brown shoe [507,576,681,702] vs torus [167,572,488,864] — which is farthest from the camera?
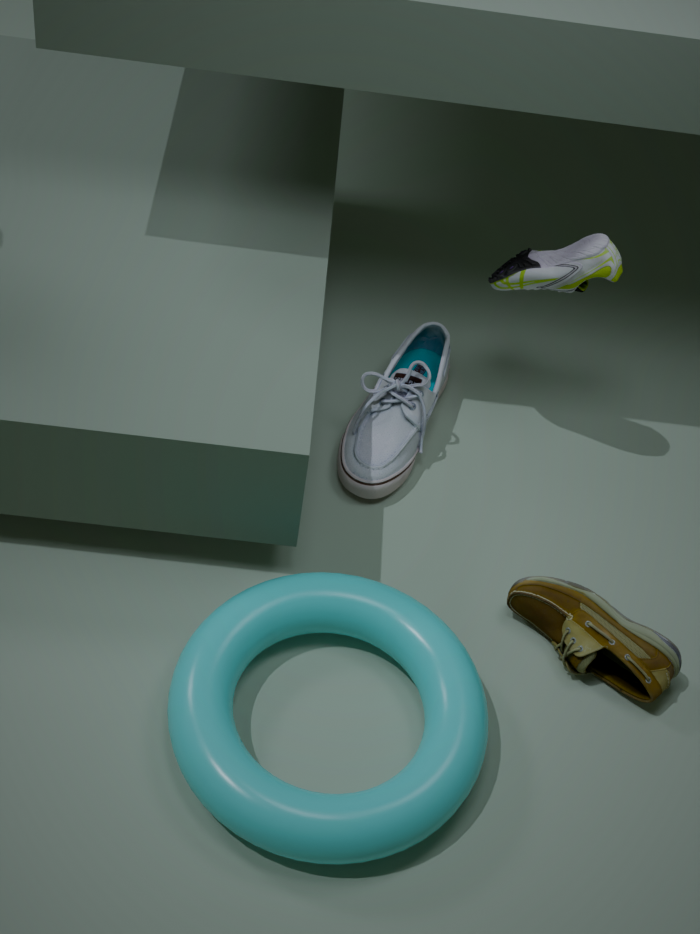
brown shoe [507,576,681,702]
